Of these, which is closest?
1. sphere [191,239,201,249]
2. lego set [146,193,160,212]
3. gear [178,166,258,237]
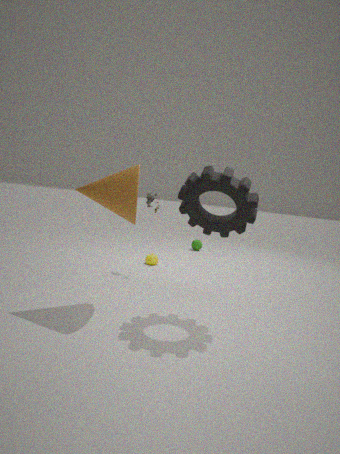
gear [178,166,258,237]
